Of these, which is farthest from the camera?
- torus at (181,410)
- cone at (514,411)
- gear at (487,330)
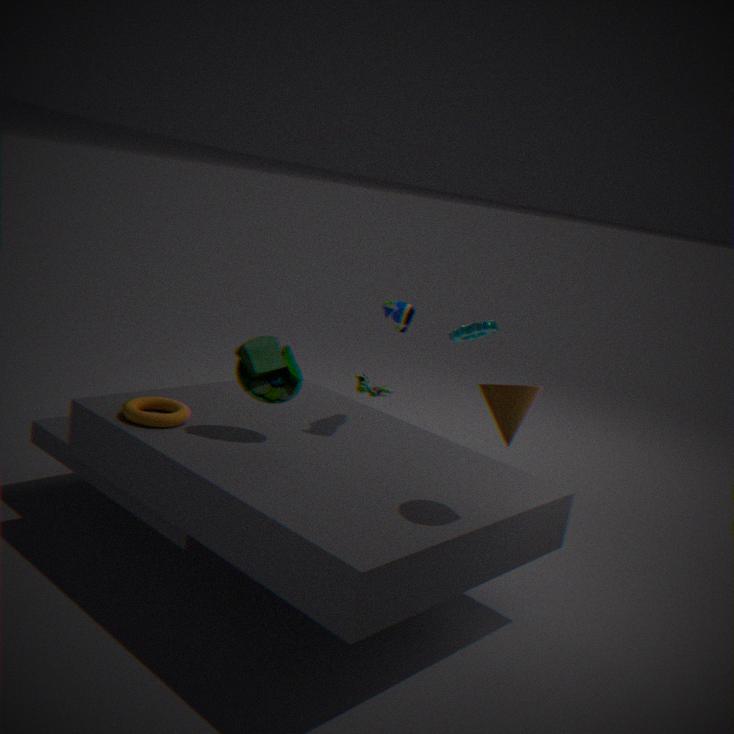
gear at (487,330)
